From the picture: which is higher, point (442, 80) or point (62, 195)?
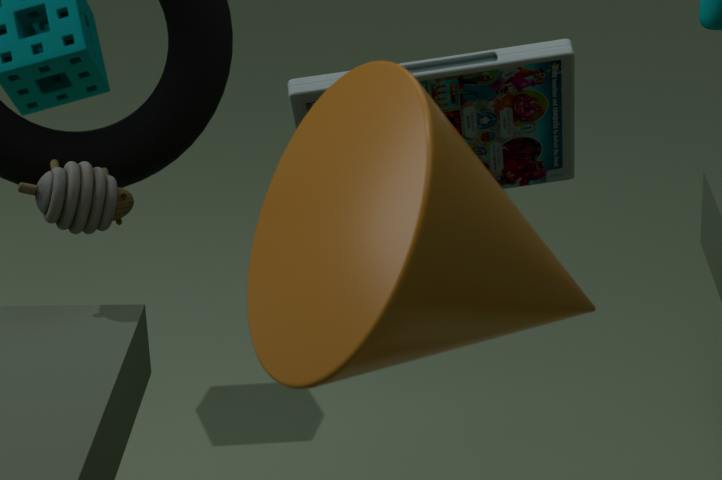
point (442, 80)
